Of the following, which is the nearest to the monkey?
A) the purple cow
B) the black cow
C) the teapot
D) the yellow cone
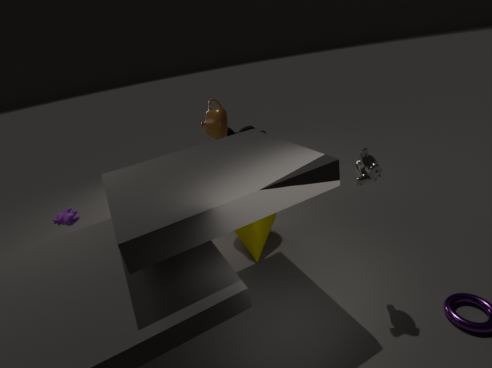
the yellow cone
